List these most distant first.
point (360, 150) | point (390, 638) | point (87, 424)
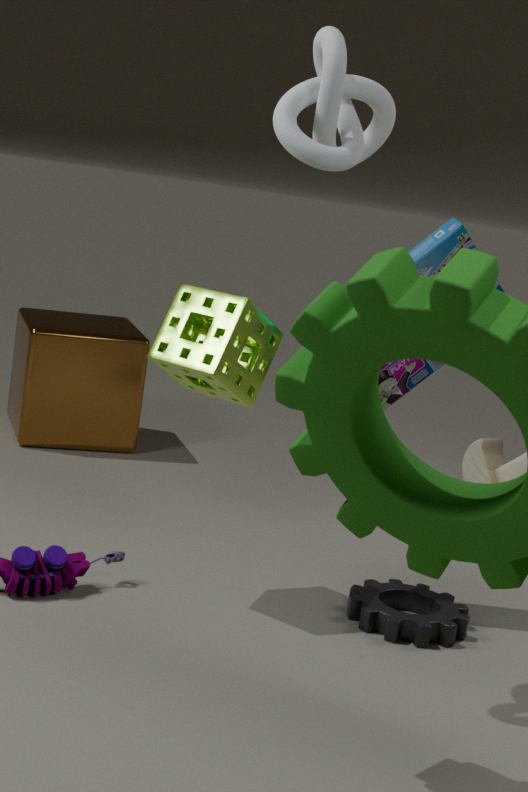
point (87, 424), point (390, 638), point (360, 150)
